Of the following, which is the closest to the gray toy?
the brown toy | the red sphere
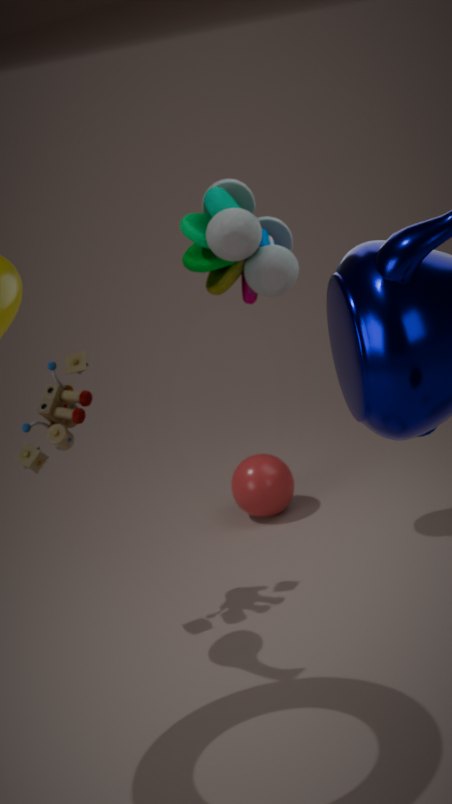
the brown toy
